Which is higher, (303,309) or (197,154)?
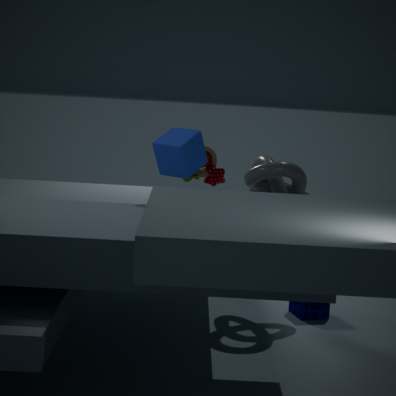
(197,154)
